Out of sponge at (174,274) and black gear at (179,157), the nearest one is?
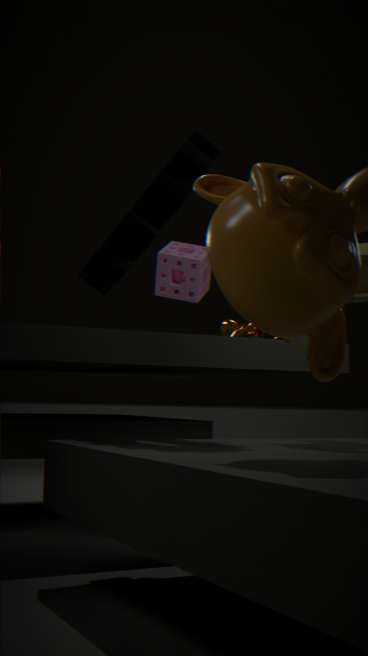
black gear at (179,157)
